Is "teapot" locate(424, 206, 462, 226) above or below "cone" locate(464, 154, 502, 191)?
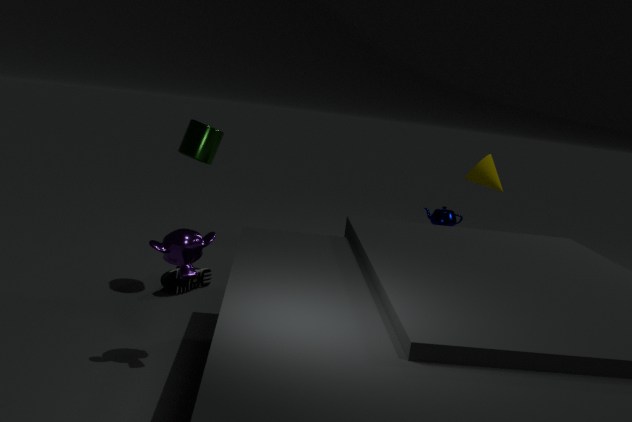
below
